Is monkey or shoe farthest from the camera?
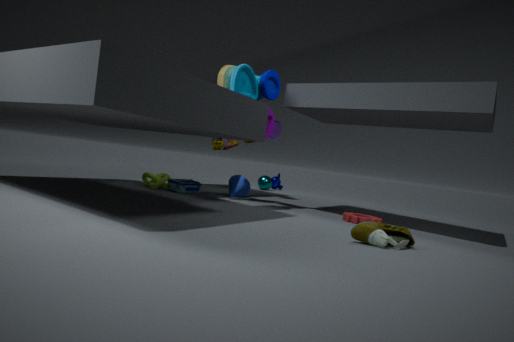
monkey
